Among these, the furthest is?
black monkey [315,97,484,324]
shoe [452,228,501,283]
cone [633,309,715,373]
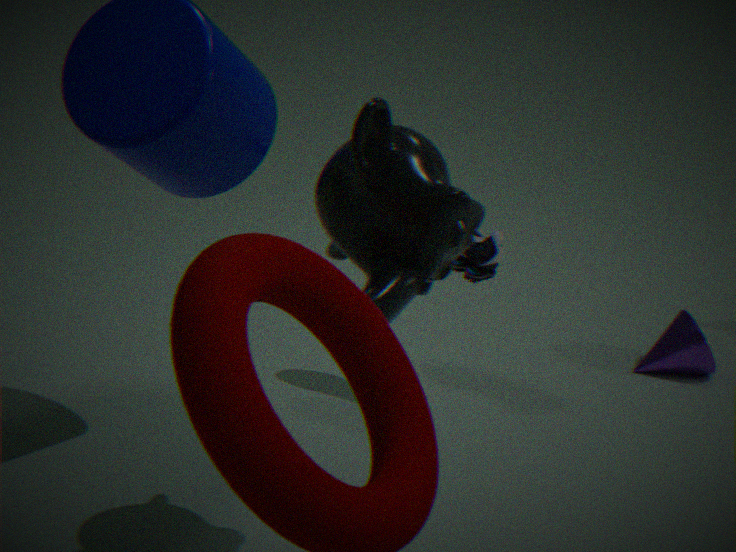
cone [633,309,715,373]
